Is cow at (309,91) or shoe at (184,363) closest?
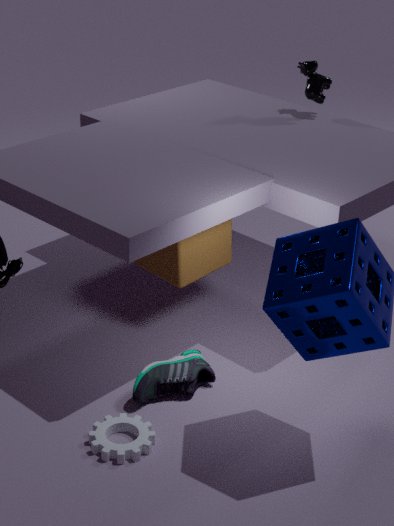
shoe at (184,363)
